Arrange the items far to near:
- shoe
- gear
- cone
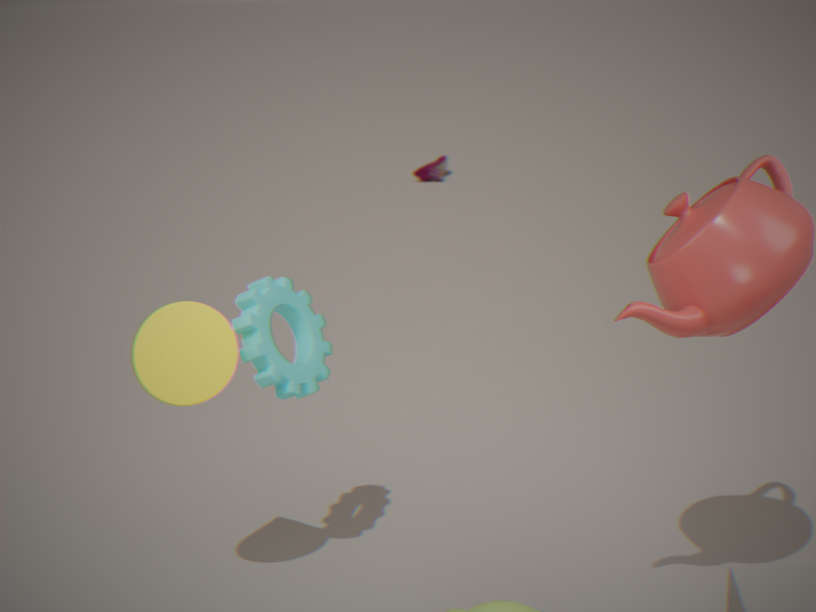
shoe
gear
cone
